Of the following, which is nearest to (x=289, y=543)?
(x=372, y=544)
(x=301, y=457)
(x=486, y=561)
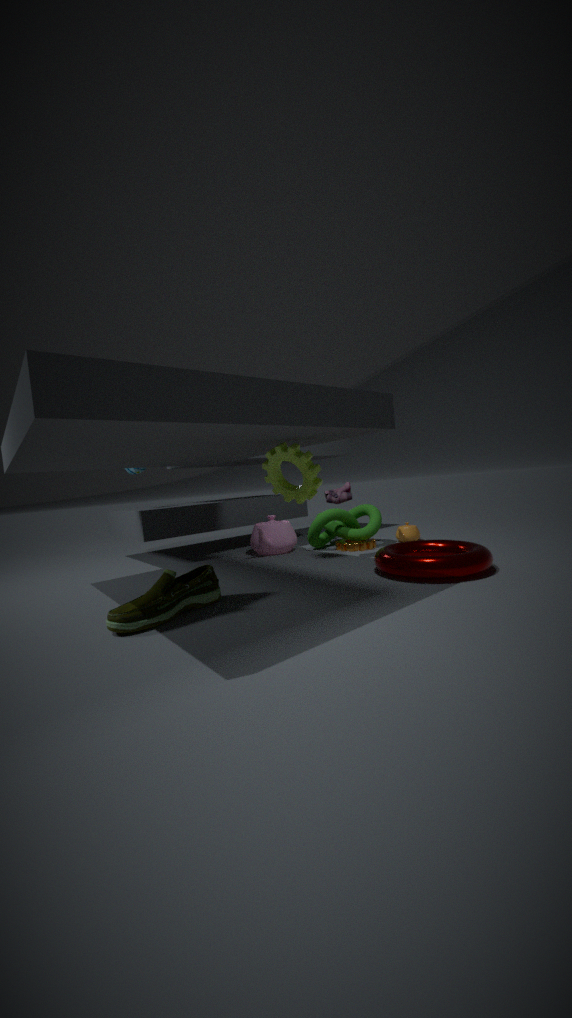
(x=372, y=544)
